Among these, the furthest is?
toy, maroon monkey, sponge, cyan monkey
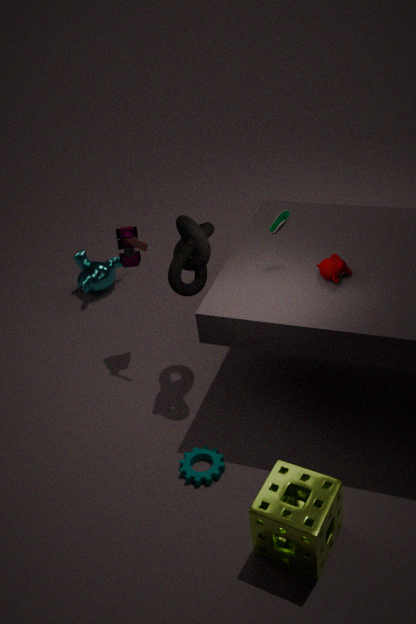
cyan monkey
